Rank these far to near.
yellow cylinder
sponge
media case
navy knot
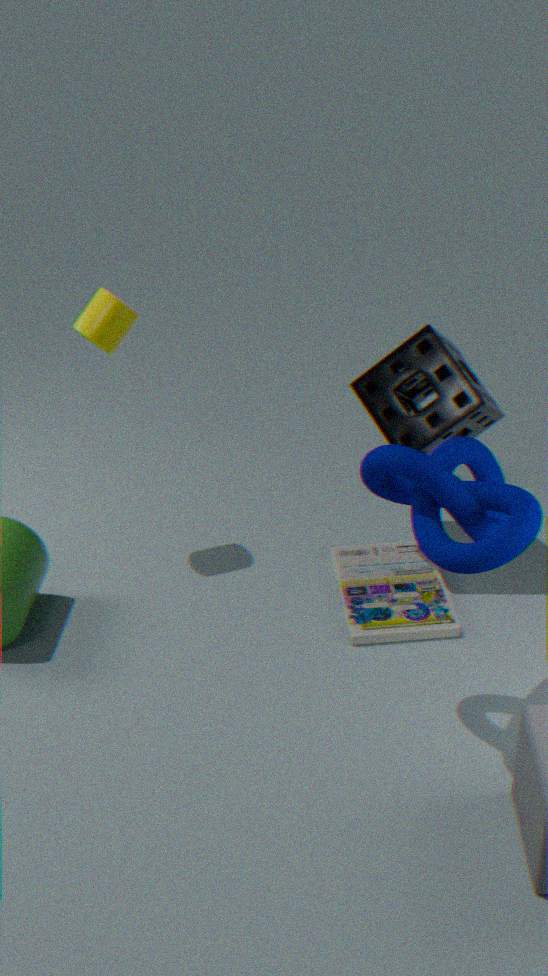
1. yellow cylinder
2. media case
3. sponge
4. navy knot
